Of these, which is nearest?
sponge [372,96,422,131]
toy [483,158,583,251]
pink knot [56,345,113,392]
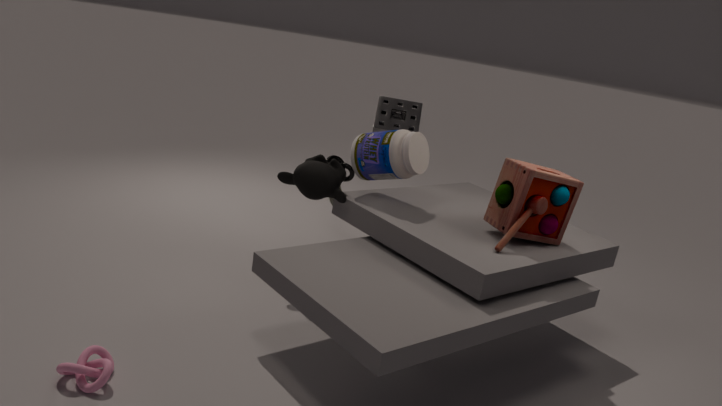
pink knot [56,345,113,392]
